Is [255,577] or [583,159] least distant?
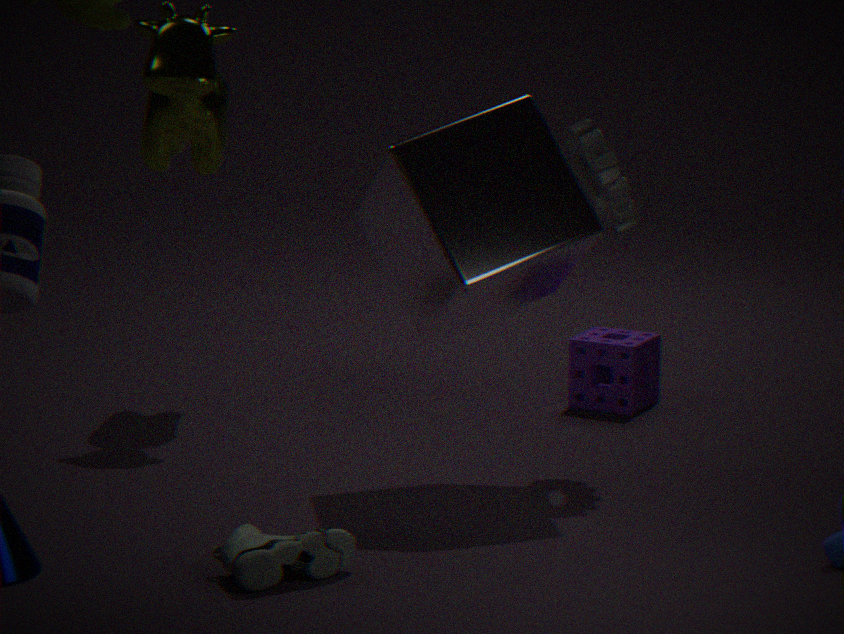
[255,577]
